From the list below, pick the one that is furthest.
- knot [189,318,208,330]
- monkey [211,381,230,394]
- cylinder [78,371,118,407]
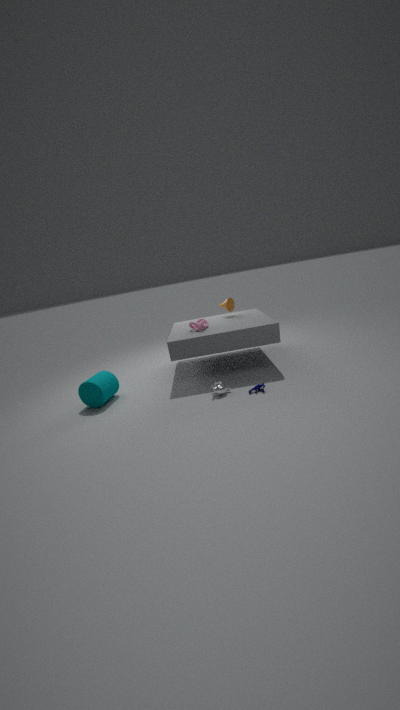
knot [189,318,208,330]
